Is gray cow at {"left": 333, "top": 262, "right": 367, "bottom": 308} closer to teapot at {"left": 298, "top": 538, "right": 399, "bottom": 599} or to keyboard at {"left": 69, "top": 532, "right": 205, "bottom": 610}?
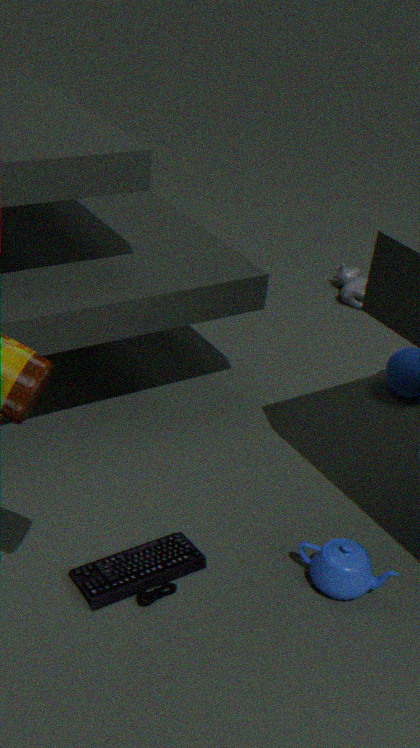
teapot at {"left": 298, "top": 538, "right": 399, "bottom": 599}
